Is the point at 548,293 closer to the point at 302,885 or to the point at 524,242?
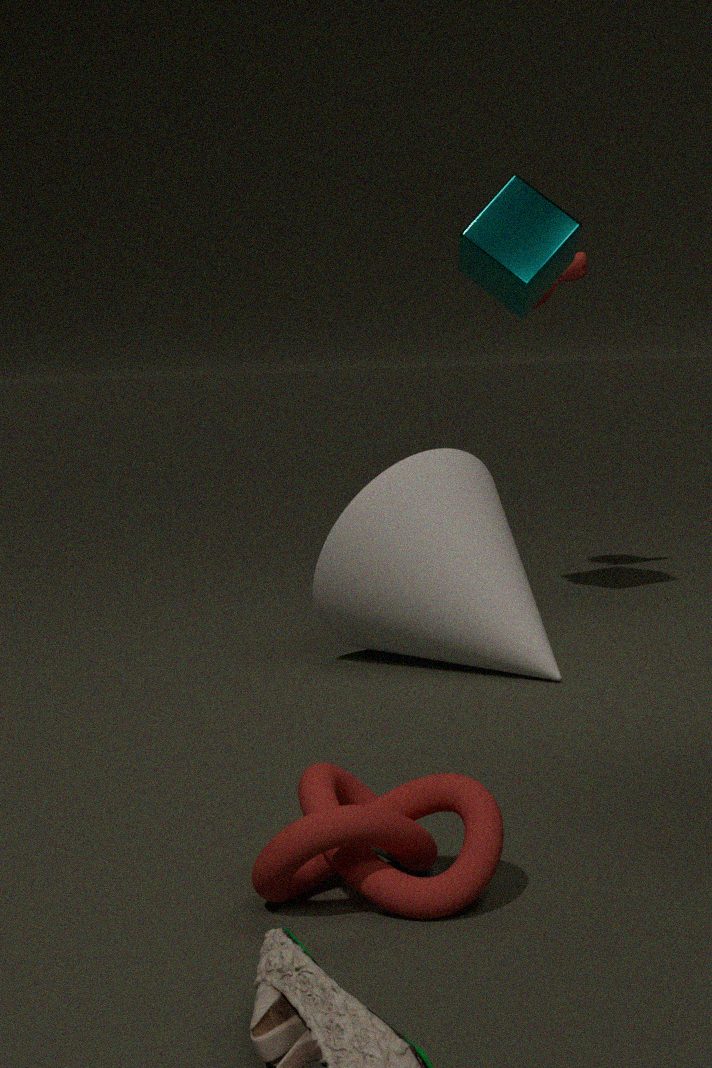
the point at 524,242
